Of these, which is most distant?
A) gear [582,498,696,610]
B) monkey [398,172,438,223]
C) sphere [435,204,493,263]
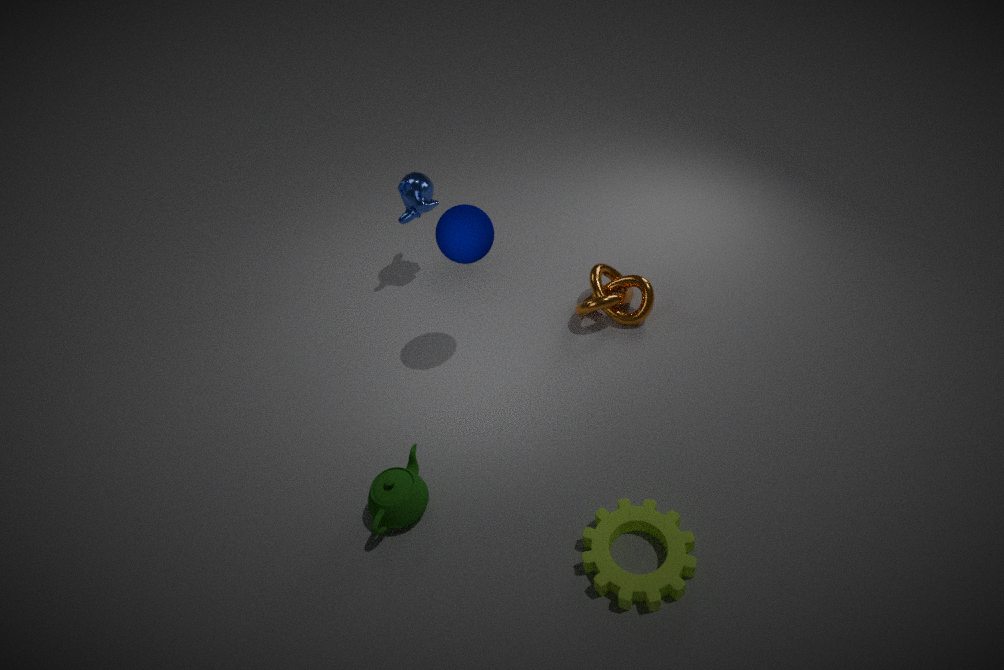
monkey [398,172,438,223]
